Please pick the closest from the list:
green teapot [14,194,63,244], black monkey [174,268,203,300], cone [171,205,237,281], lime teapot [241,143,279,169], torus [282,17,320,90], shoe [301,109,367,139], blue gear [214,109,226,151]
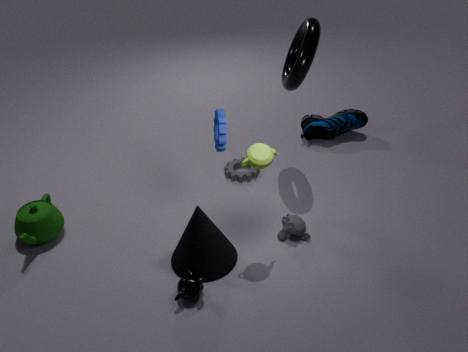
black monkey [174,268,203,300]
